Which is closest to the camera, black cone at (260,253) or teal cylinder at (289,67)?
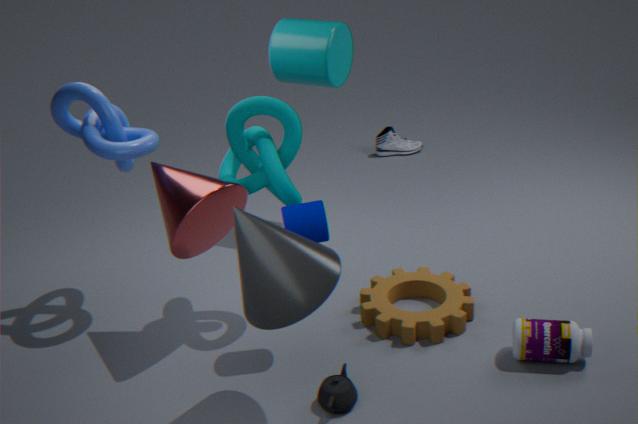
black cone at (260,253)
